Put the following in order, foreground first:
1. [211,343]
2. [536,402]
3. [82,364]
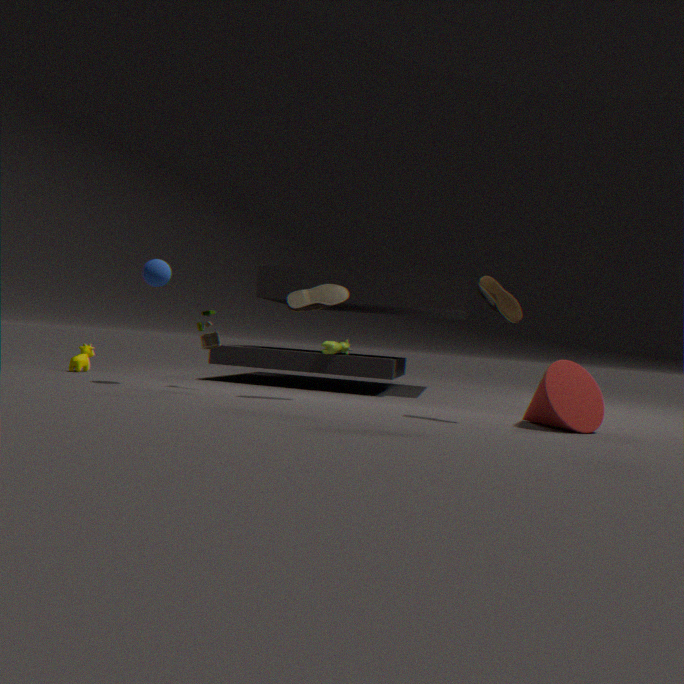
1. [536,402]
2. [211,343]
3. [82,364]
